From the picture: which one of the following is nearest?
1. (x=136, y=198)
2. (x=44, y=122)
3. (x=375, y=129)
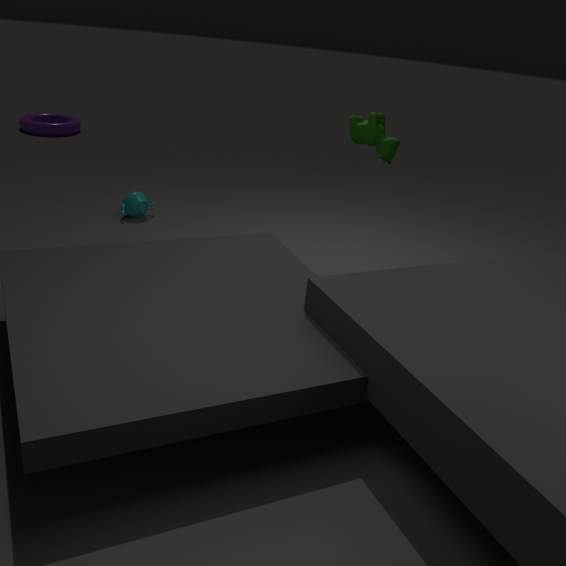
(x=375, y=129)
